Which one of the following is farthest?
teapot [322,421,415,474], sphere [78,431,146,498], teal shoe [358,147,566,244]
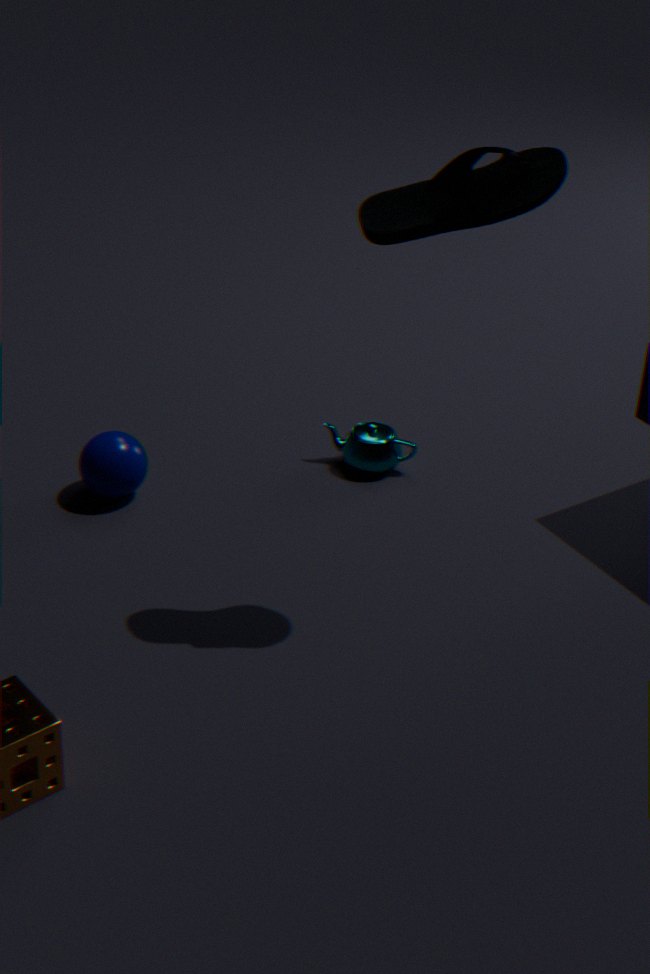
teapot [322,421,415,474]
